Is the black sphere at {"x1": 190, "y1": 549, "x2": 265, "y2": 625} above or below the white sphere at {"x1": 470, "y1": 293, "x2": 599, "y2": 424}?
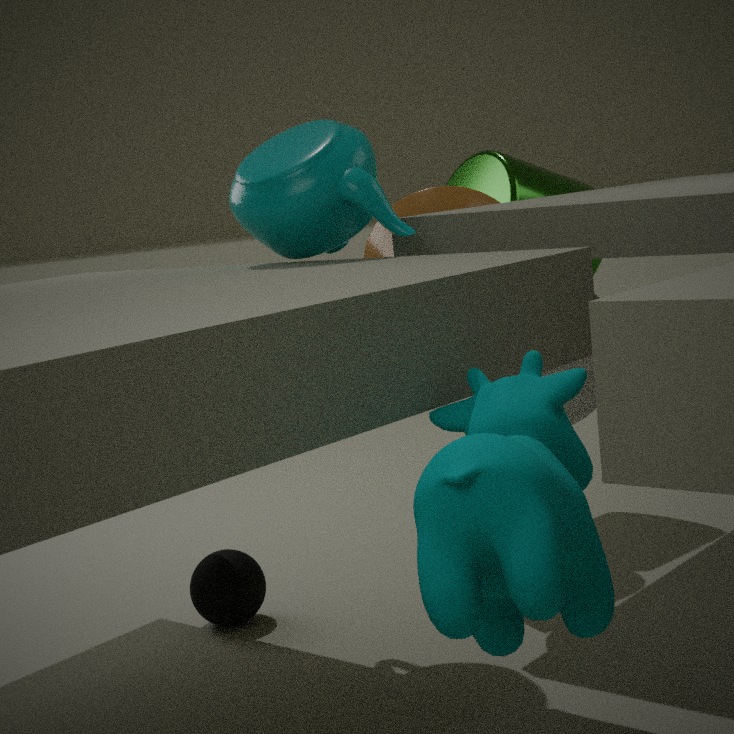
below
